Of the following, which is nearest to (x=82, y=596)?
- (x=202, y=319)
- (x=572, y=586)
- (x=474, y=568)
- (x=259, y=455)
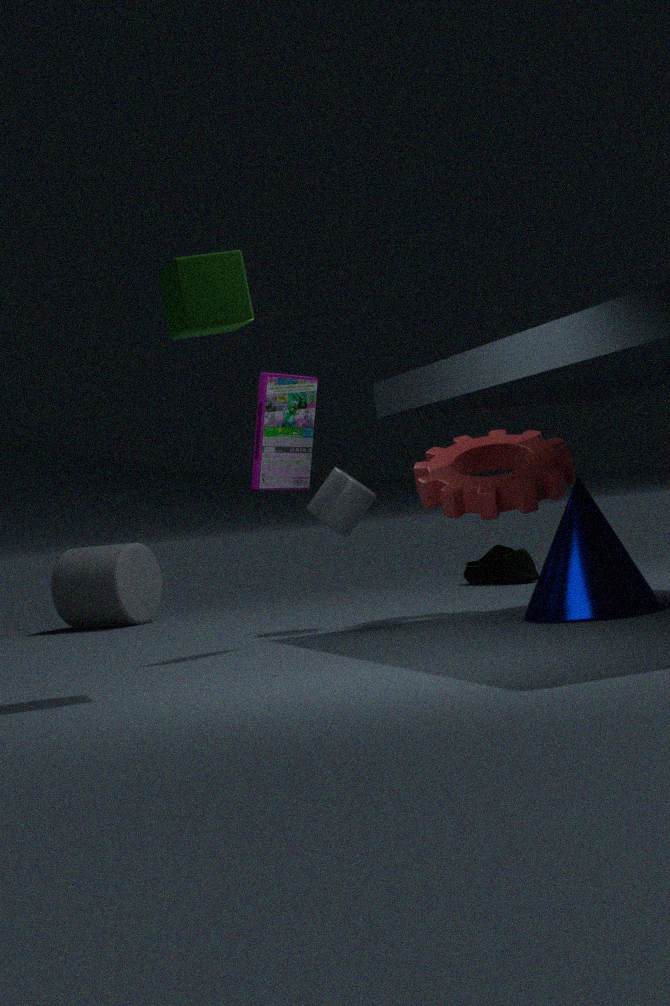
(x=474, y=568)
